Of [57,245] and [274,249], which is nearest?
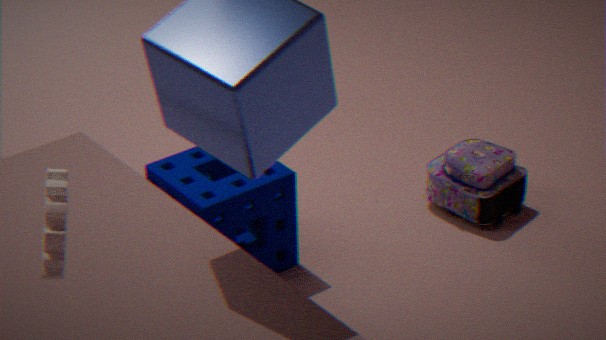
[57,245]
